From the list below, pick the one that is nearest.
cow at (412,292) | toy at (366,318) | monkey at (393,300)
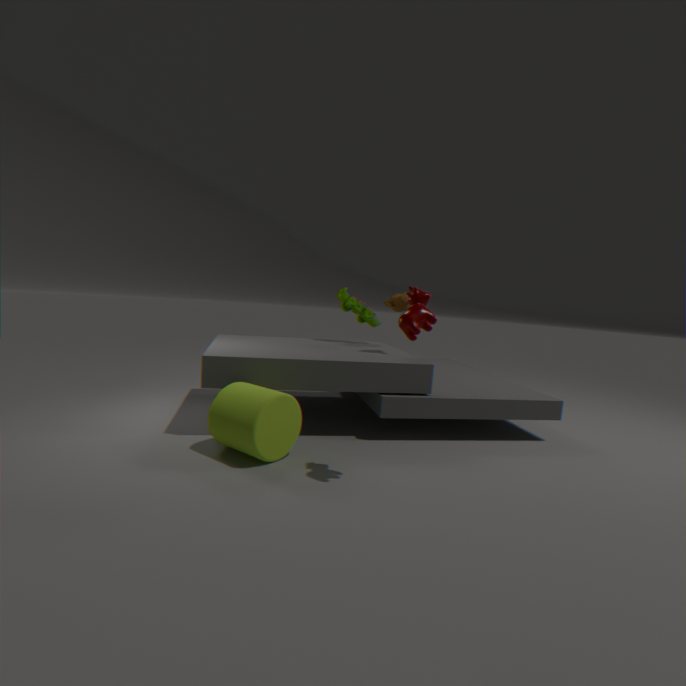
cow at (412,292)
